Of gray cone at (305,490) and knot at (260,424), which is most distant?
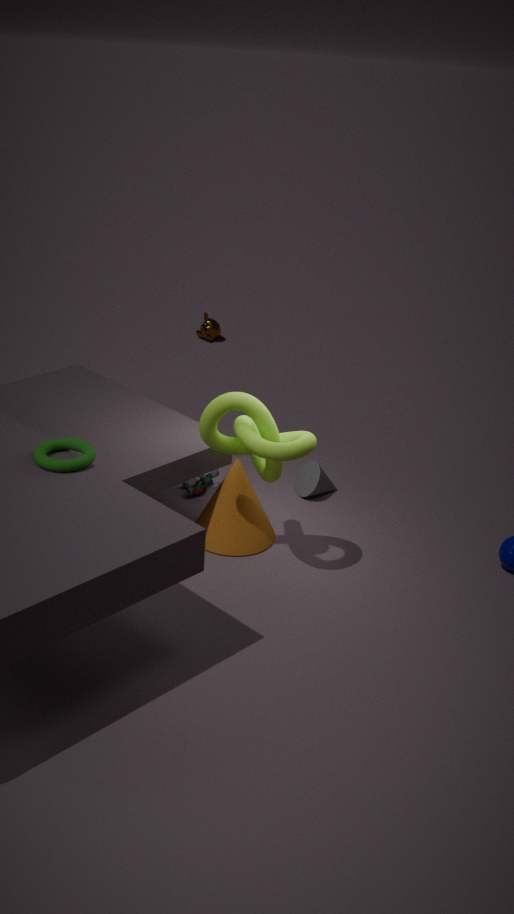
gray cone at (305,490)
